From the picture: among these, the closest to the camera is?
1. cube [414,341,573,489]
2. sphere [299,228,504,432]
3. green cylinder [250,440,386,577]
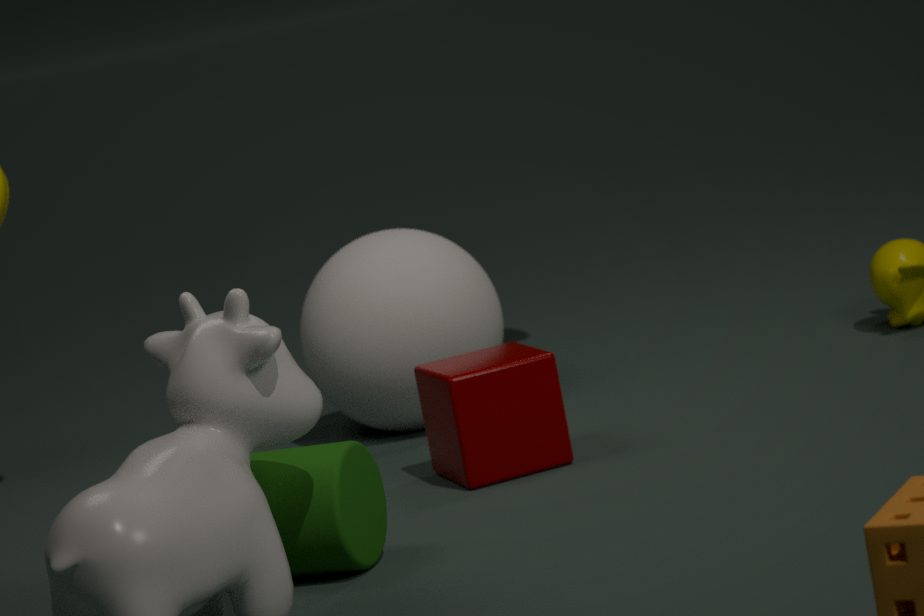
green cylinder [250,440,386,577]
